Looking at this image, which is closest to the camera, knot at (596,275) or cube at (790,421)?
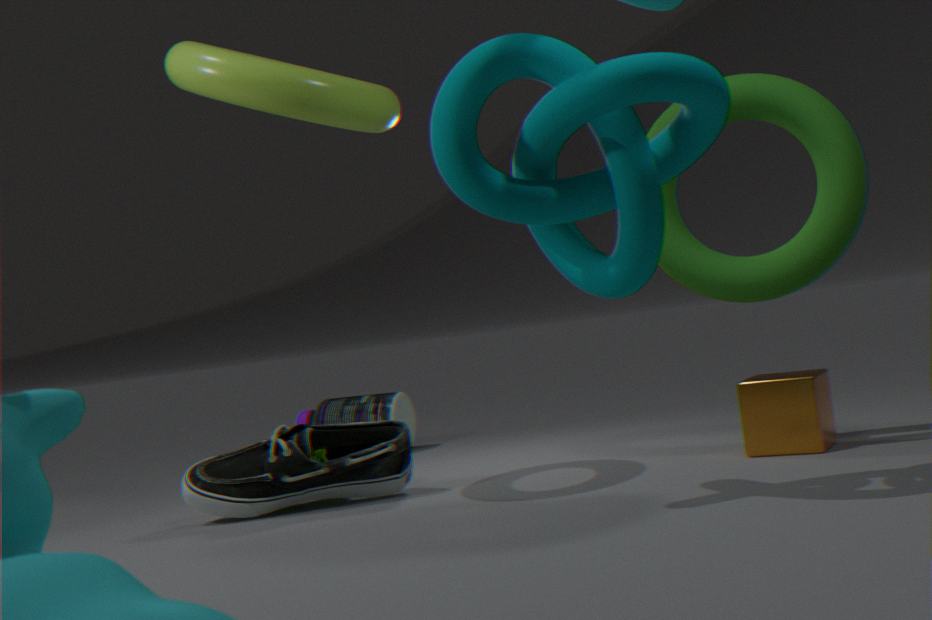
knot at (596,275)
